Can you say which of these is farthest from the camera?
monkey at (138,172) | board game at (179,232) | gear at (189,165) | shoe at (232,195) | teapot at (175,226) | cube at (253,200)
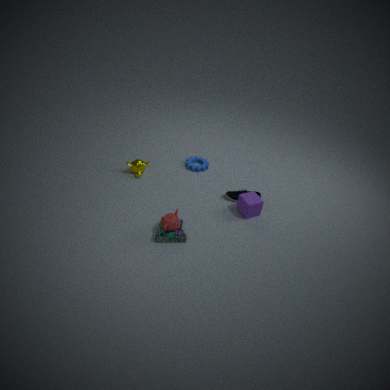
gear at (189,165)
